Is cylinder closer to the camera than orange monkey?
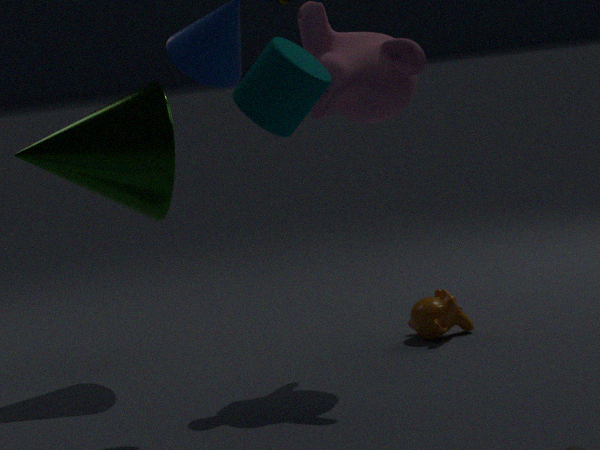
Yes
